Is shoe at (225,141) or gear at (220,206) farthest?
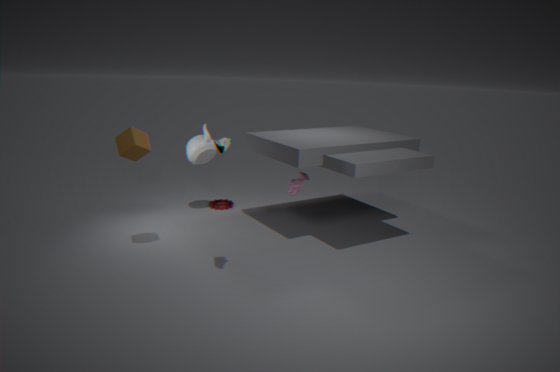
gear at (220,206)
